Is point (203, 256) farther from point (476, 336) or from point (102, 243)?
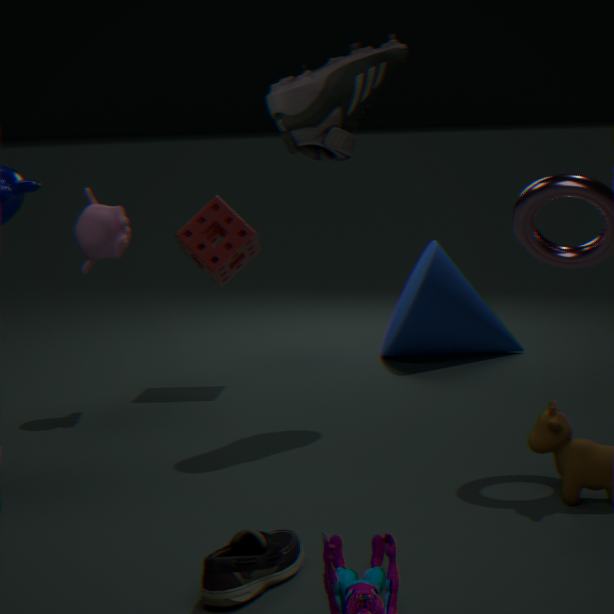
point (476, 336)
